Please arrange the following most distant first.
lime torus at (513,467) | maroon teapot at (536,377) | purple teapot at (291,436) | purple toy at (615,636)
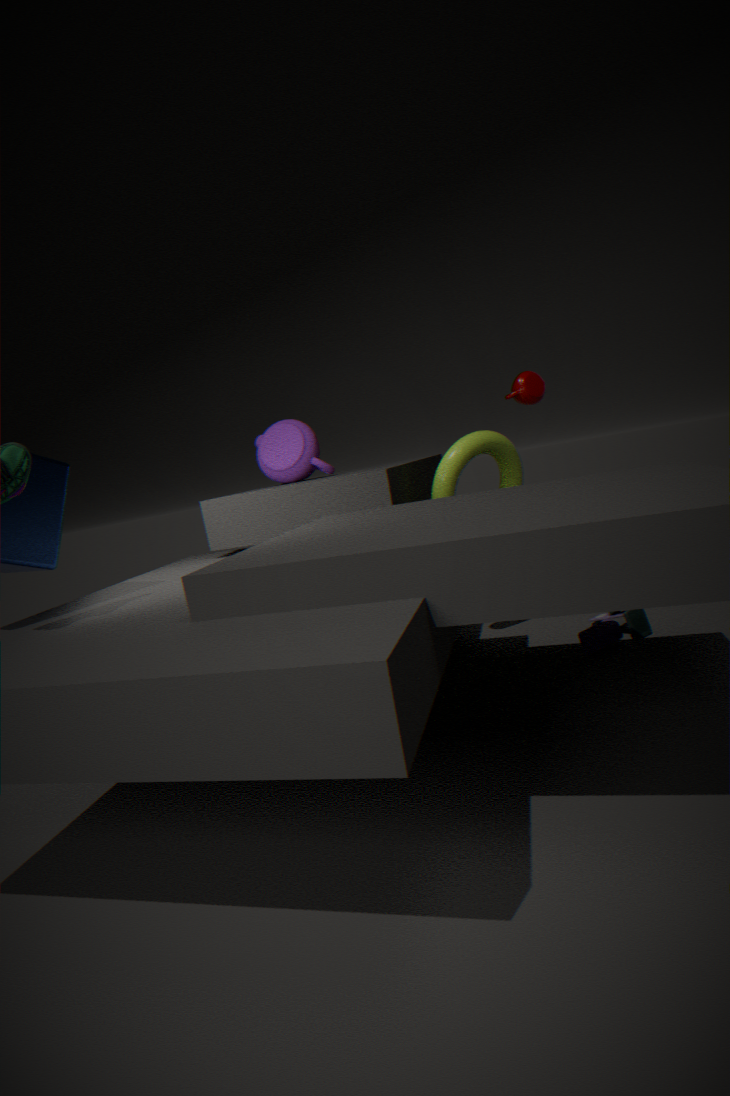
purple teapot at (291,436) → maroon teapot at (536,377) → lime torus at (513,467) → purple toy at (615,636)
